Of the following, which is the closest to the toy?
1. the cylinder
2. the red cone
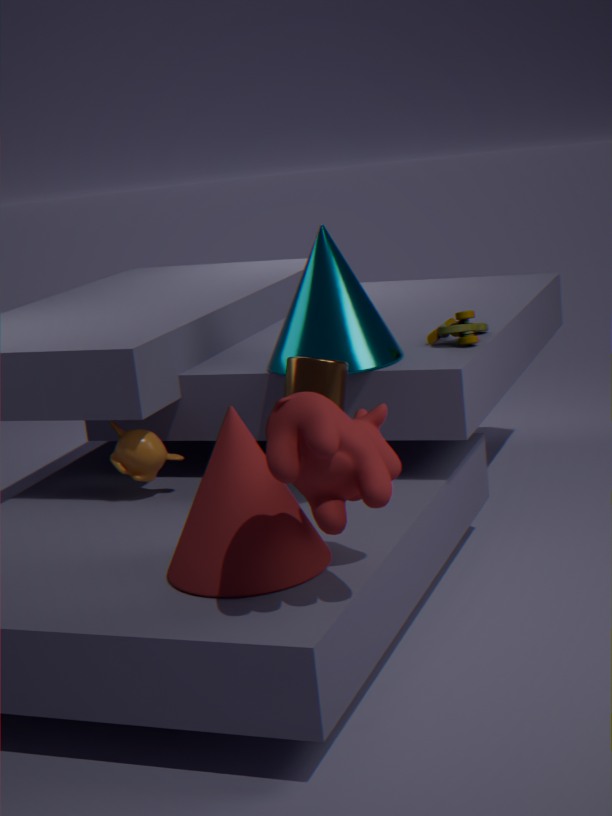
the cylinder
